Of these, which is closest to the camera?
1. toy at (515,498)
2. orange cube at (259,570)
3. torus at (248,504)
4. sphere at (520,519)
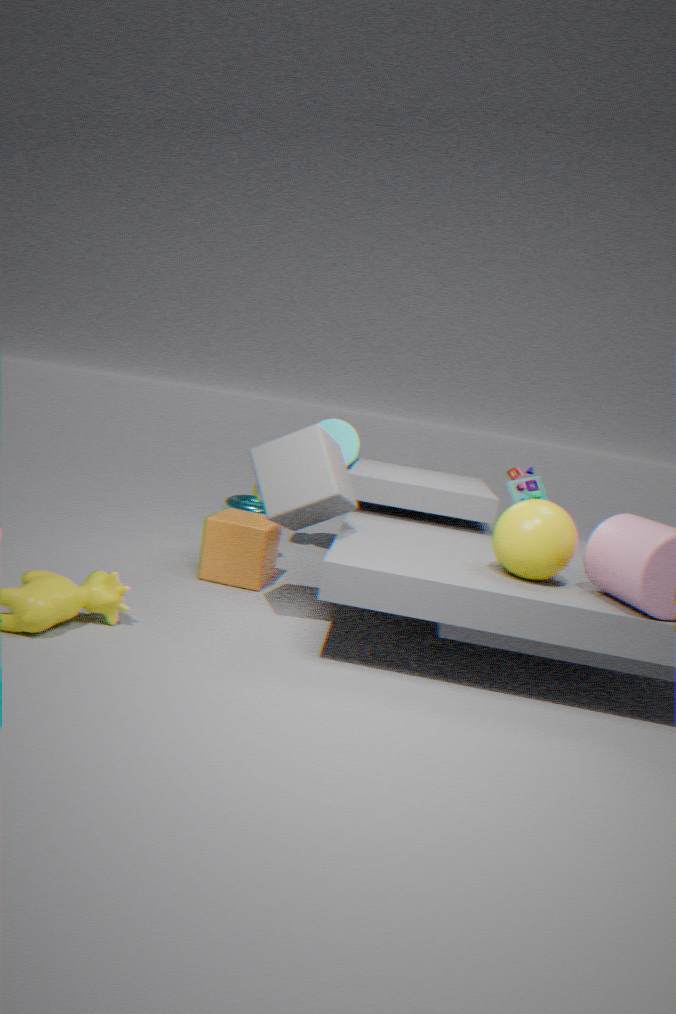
sphere at (520,519)
